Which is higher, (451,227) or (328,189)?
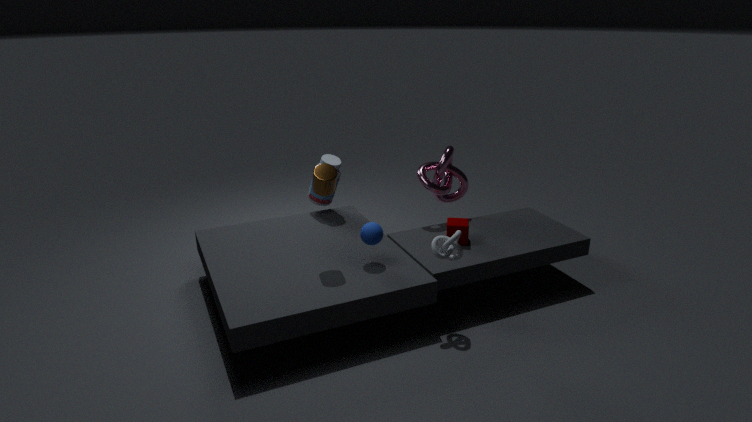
(328,189)
